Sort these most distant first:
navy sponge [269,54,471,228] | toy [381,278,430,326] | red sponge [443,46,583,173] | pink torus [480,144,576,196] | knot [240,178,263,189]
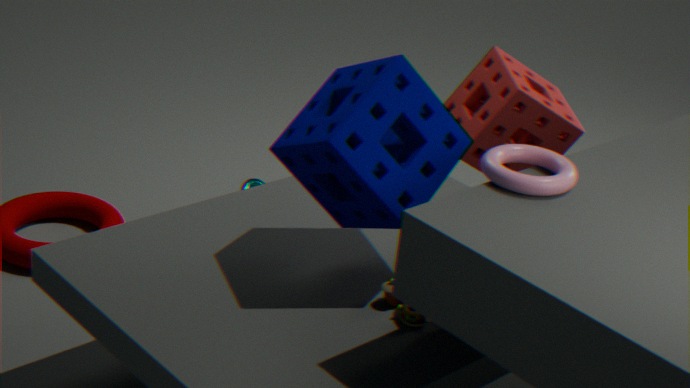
1. knot [240,178,263,189]
2. red sponge [443,46,583,173]
3. toy [381,278,430,326]
4. navy sponge [269,54,471,228]
5. pink torus [480,144,576,196]
